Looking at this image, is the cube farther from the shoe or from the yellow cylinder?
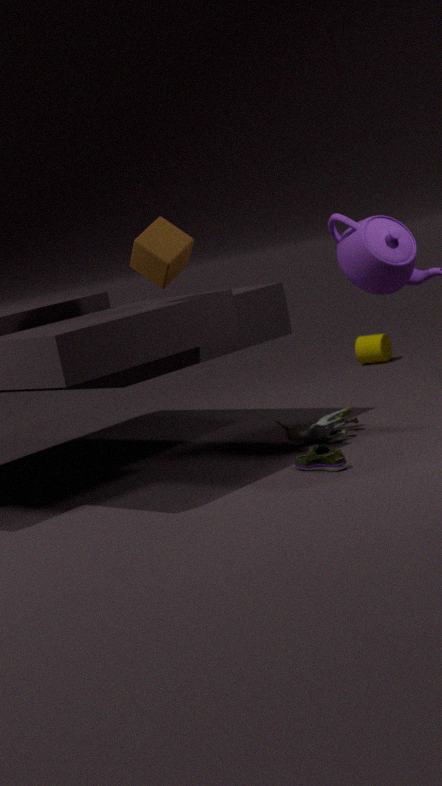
the yellow cylinder
